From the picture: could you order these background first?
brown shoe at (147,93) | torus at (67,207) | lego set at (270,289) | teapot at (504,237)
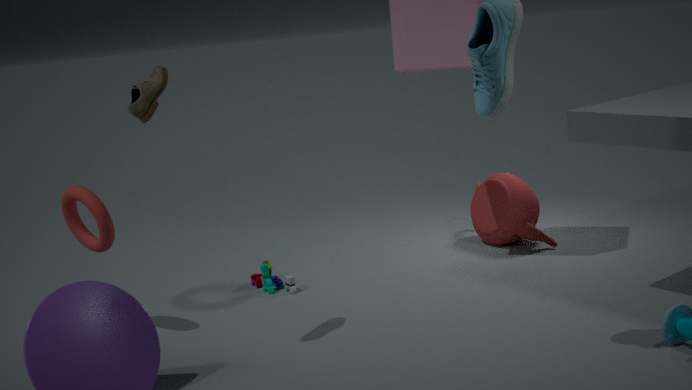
teapot at (504,237) → lego set at (270,289) → torus at (67,207) → brown shoe at (147,93)
